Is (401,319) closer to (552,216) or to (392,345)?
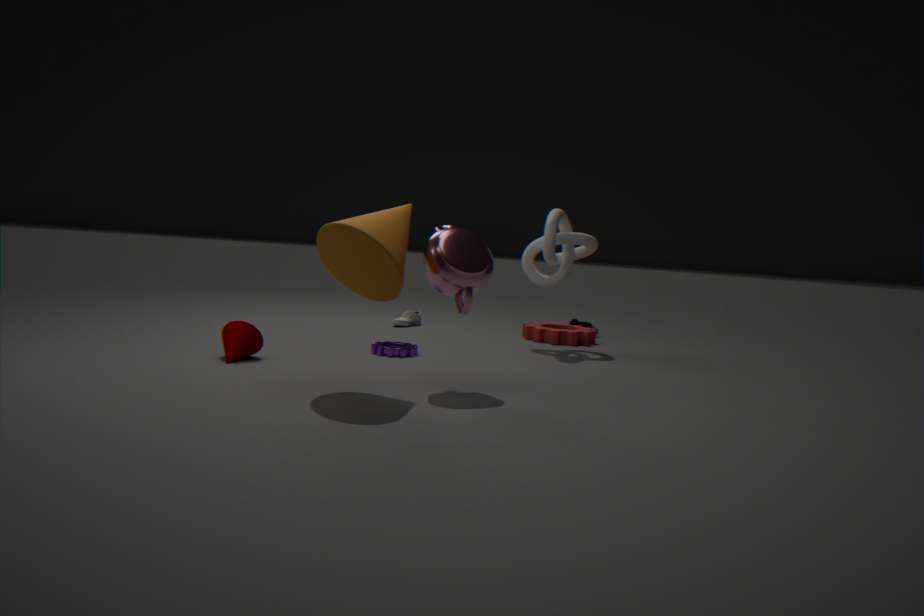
(392,345)
